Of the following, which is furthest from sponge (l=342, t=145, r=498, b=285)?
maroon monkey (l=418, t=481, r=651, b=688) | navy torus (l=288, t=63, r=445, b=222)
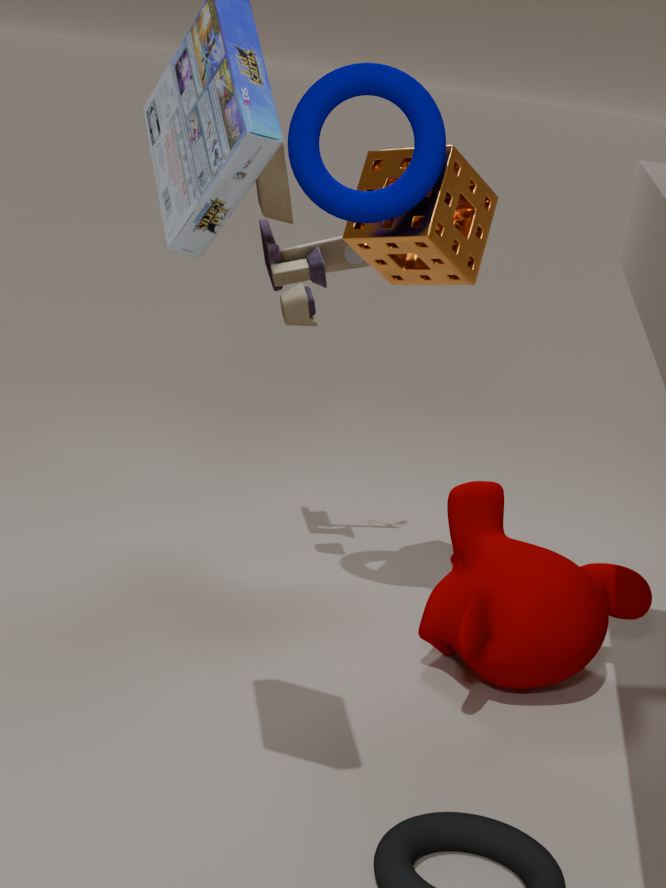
maroon monkey (l=418, t=481, r=651, b=688)
